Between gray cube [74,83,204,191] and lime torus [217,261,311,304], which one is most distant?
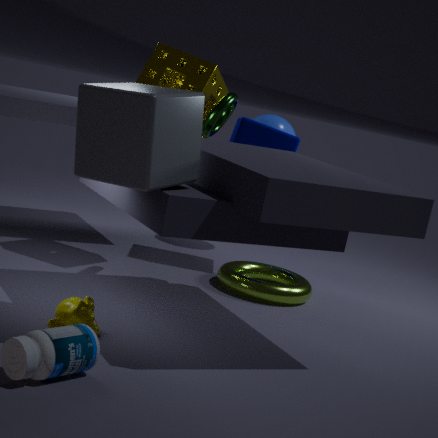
lime torus [217,261,311,304]
